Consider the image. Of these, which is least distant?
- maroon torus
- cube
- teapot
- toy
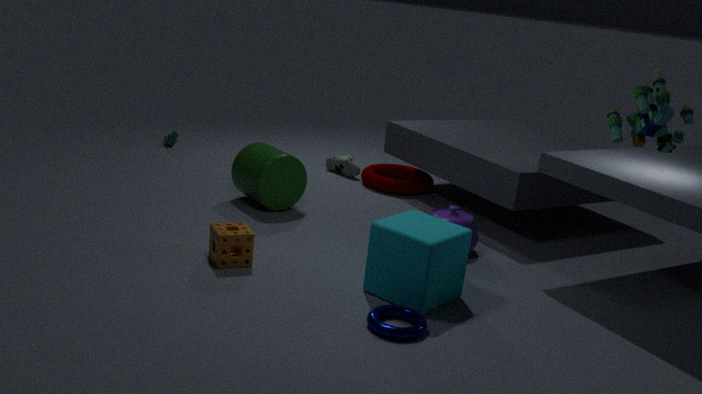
toy
